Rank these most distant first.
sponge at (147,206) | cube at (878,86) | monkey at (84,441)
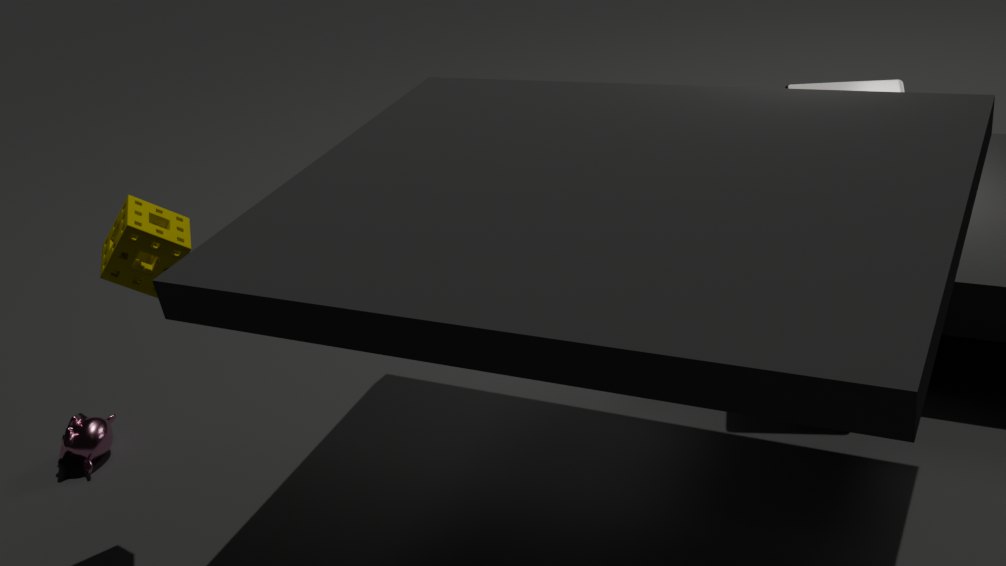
monkey at (84,441) → cube at (878,86) → sponge at (147,206)
